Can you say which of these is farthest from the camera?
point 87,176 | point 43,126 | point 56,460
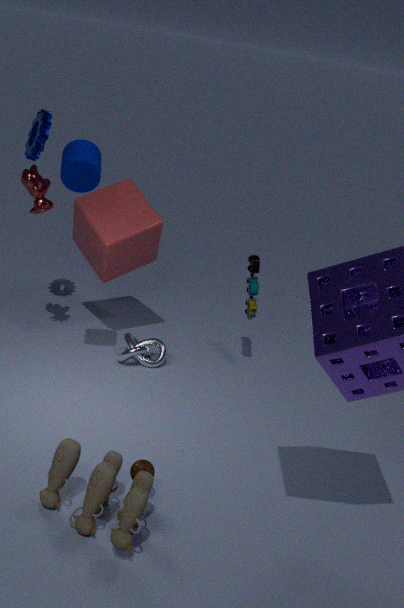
point 43,126
